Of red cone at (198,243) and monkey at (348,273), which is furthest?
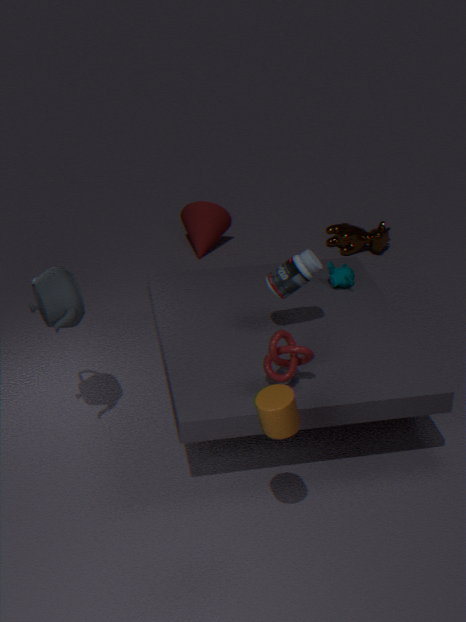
red cone at (198,243)
